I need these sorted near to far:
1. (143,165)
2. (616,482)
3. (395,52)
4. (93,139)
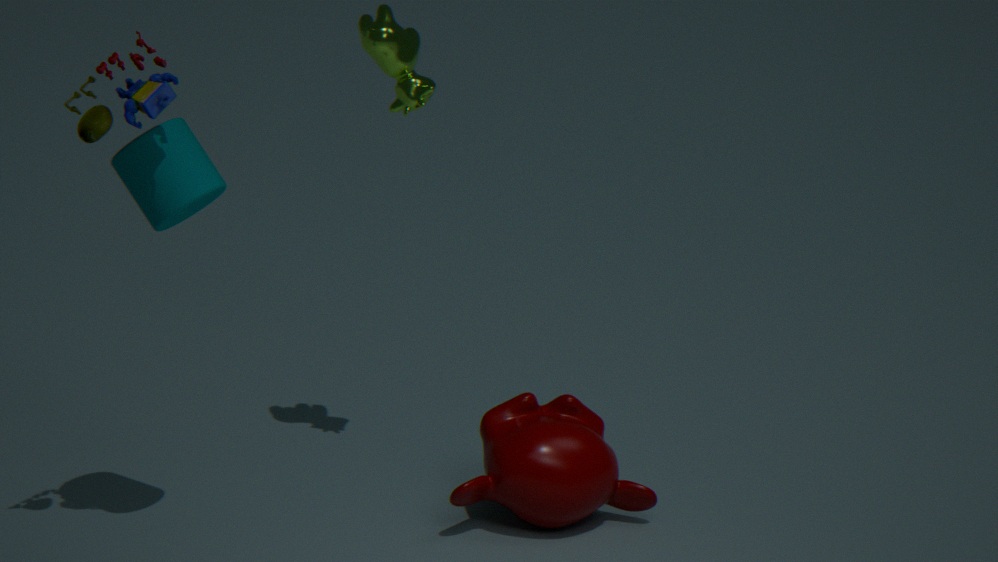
(93,139) < (143,165) < (395,52) < (616,482)
